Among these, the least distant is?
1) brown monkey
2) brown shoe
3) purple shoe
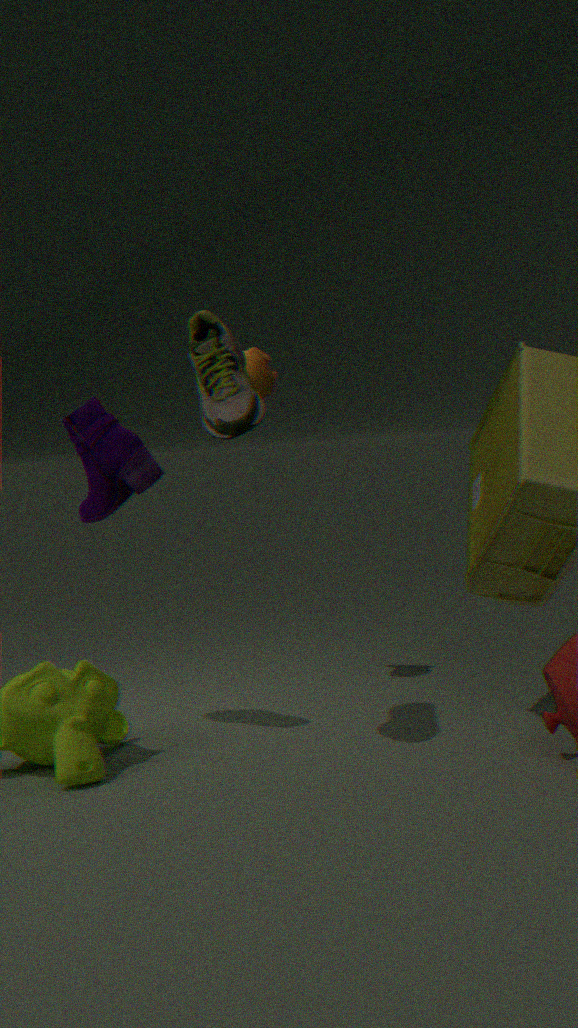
2. brown shoe
